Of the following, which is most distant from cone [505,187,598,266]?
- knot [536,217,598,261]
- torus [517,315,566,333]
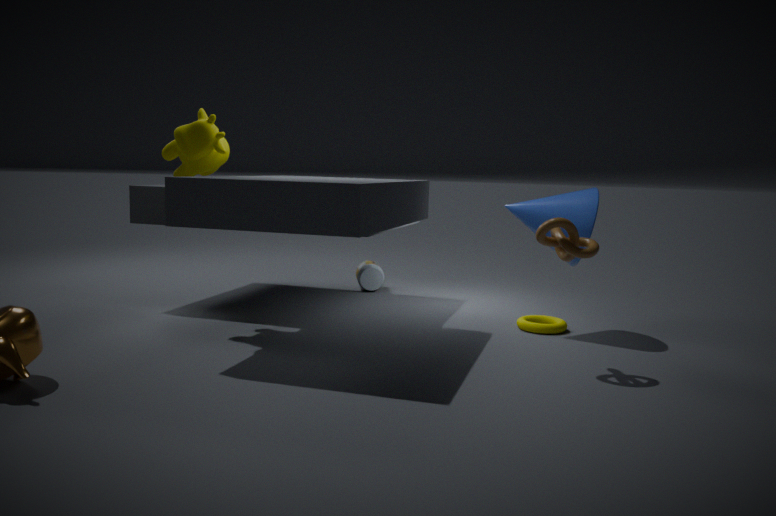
knot [536,217,598,261]
